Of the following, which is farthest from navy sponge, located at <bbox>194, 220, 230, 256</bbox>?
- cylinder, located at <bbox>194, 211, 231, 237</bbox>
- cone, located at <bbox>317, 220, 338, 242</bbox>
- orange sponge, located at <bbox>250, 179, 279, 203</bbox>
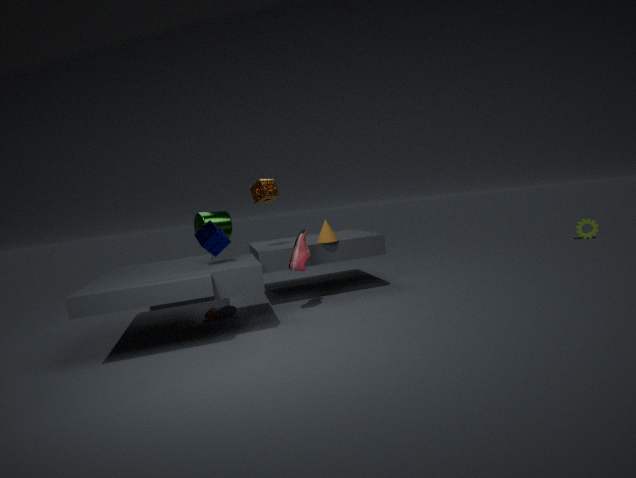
cylinder, located at <bbox>194, 211, 231, 237</bbox>
